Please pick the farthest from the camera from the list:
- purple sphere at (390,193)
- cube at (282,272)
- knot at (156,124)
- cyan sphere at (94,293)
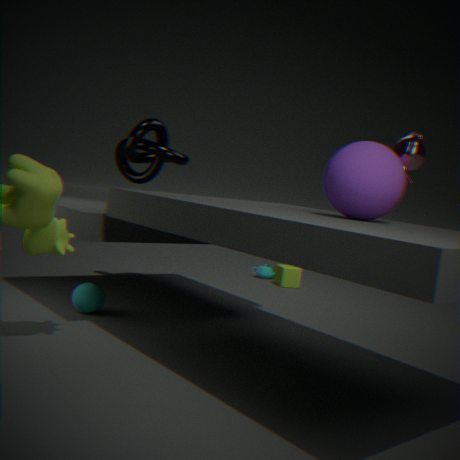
cube at (282,272)
